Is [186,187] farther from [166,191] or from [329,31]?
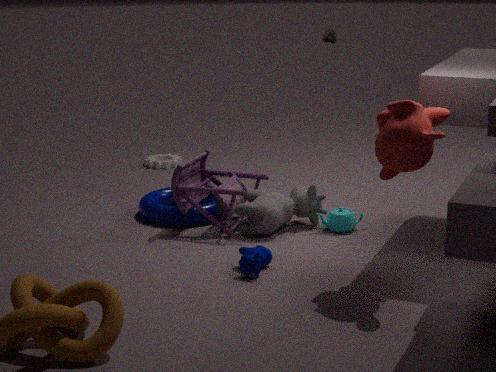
[329,31]
